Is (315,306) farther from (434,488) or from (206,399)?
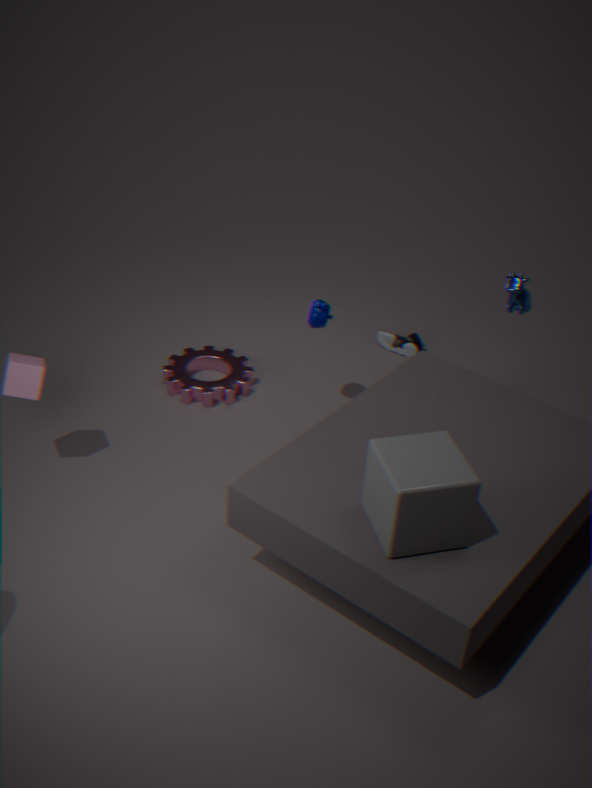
(434,488)
